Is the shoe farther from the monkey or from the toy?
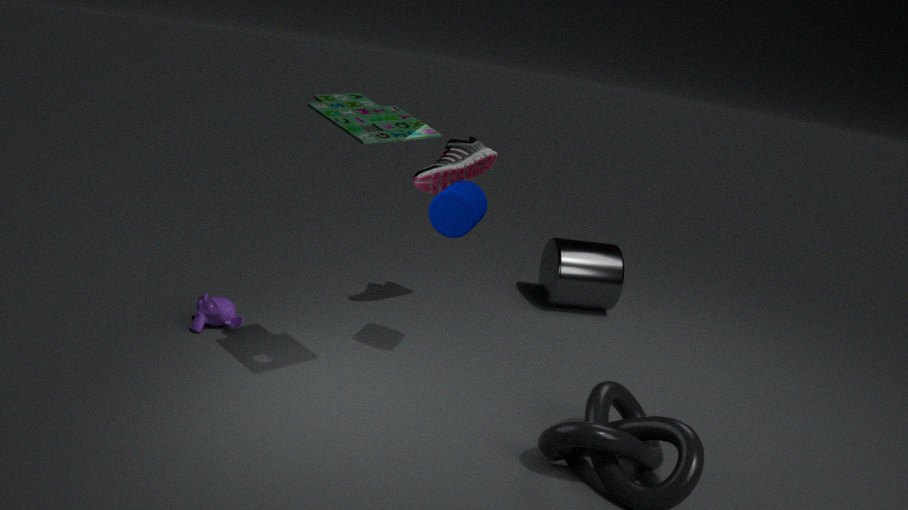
the monkey
